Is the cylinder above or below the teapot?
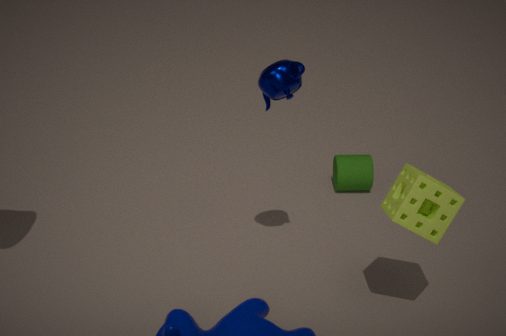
below
